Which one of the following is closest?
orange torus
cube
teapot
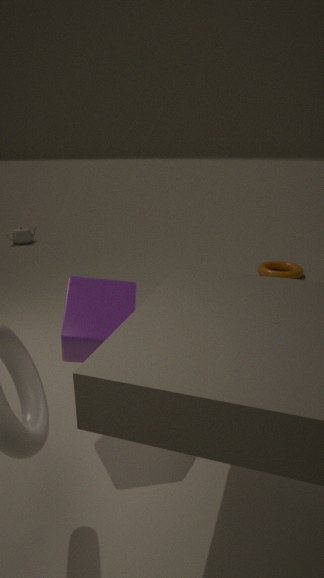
cube
